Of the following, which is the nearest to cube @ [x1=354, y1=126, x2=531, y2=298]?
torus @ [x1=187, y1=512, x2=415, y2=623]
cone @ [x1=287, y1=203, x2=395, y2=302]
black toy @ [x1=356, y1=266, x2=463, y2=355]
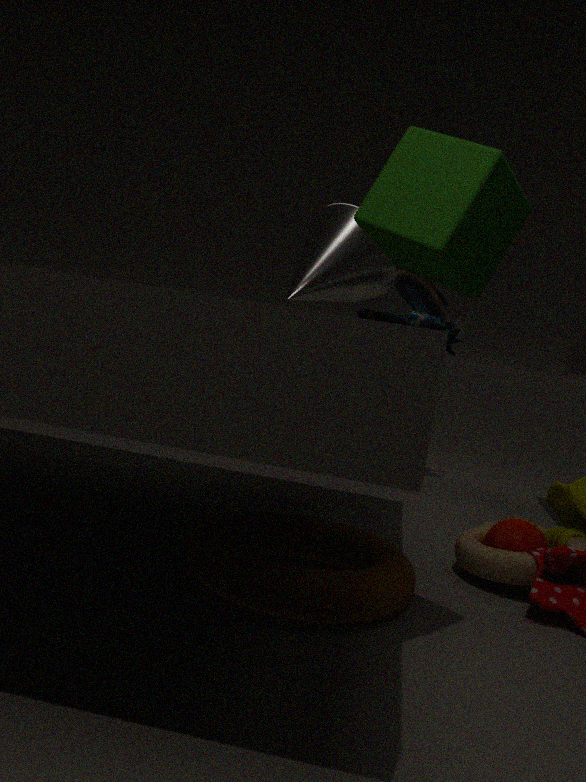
torus @ [x1=187, y1=512, x2=415, y2=623]
